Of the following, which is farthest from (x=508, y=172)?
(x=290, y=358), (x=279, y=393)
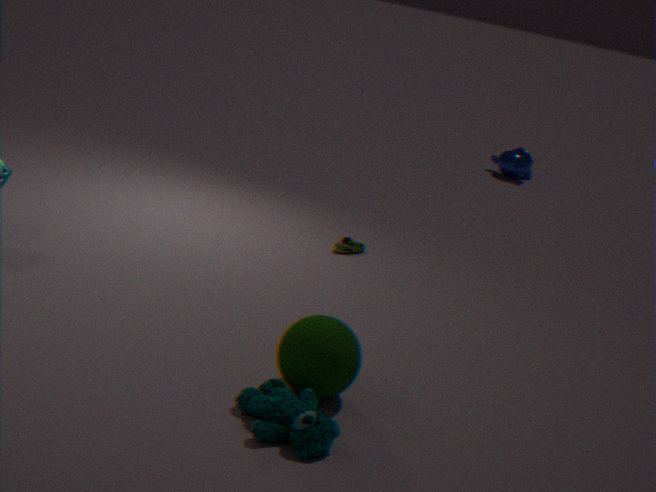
(x=279, y=393)
